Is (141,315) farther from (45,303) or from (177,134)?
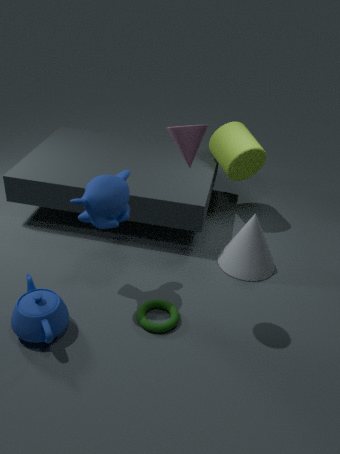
(177,134)
